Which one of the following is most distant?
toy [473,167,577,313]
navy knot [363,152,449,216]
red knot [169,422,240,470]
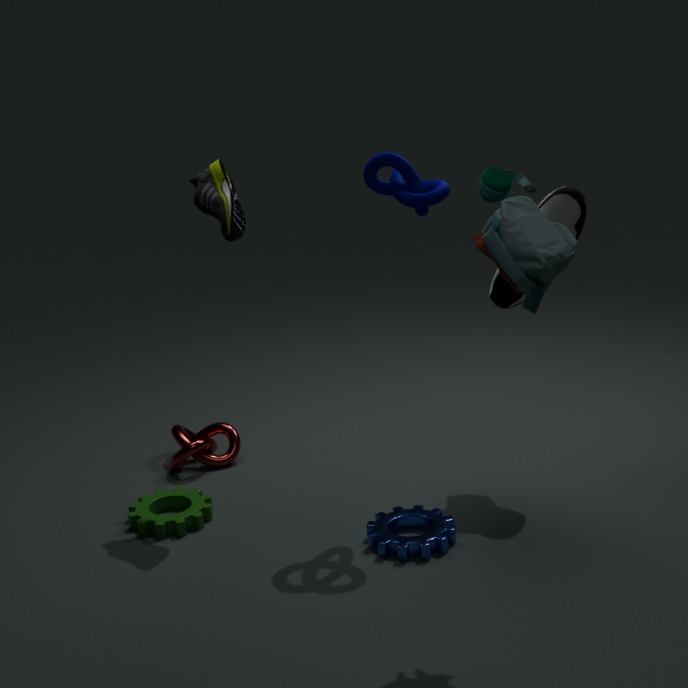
red knot [169,422,240,470]
